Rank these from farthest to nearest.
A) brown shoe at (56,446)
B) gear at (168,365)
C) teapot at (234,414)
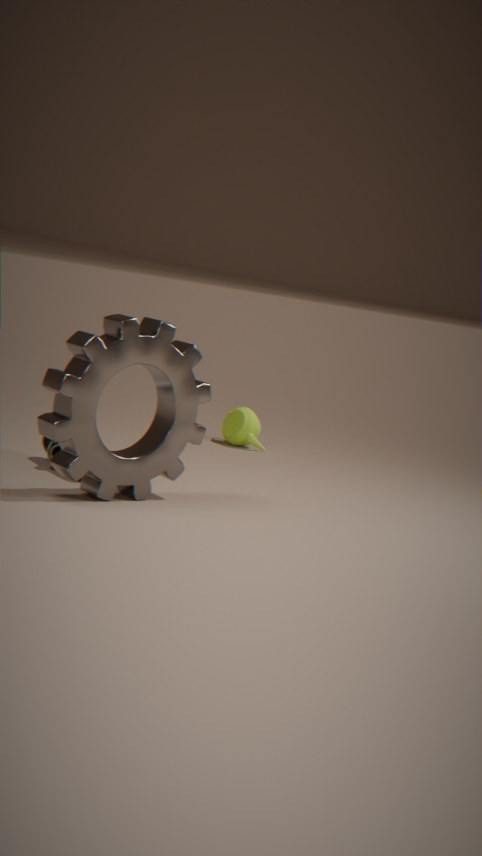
teapot at (234,414), brown shoe at (56,446), gear at (168,365)
